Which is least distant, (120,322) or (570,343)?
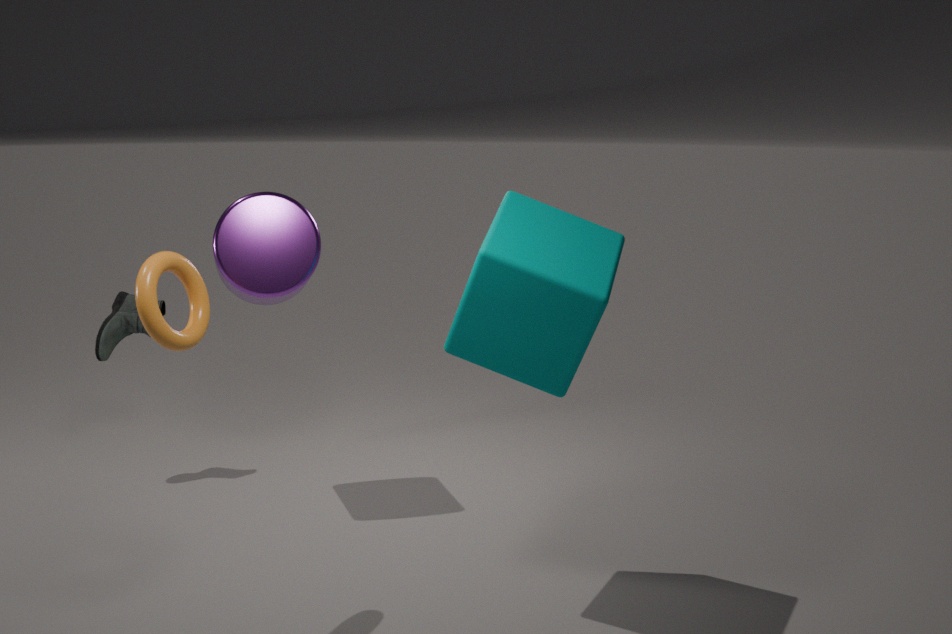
(570,343)
